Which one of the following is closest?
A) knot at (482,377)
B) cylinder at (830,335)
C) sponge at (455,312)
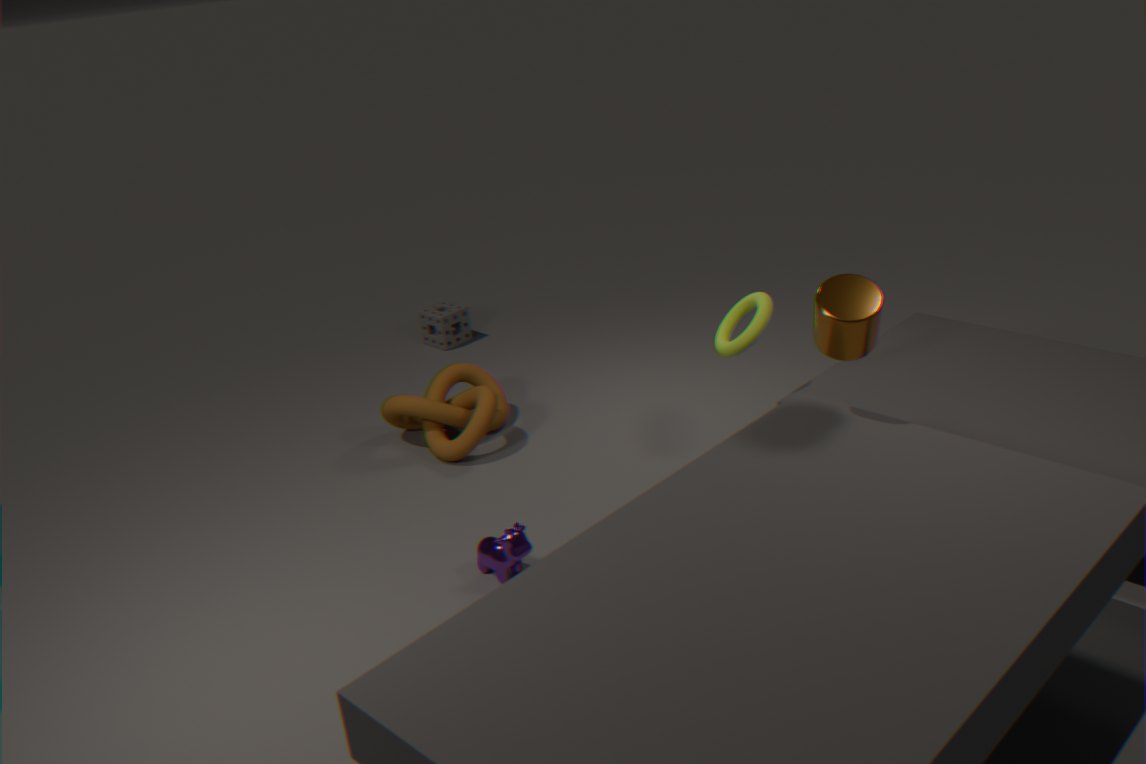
cylinder at (830,335)
